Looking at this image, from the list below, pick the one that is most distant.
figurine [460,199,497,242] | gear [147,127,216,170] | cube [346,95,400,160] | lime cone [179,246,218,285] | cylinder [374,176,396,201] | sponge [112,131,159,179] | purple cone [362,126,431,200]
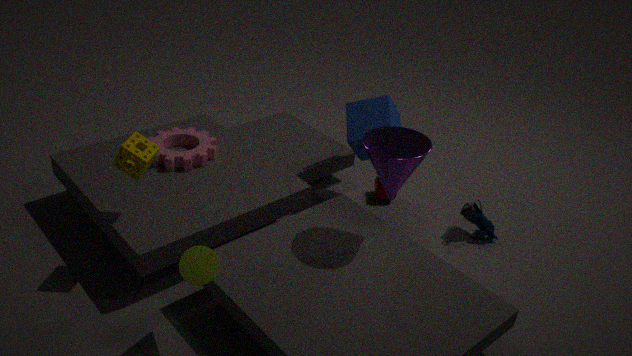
cylinder [374,176,396,201]
